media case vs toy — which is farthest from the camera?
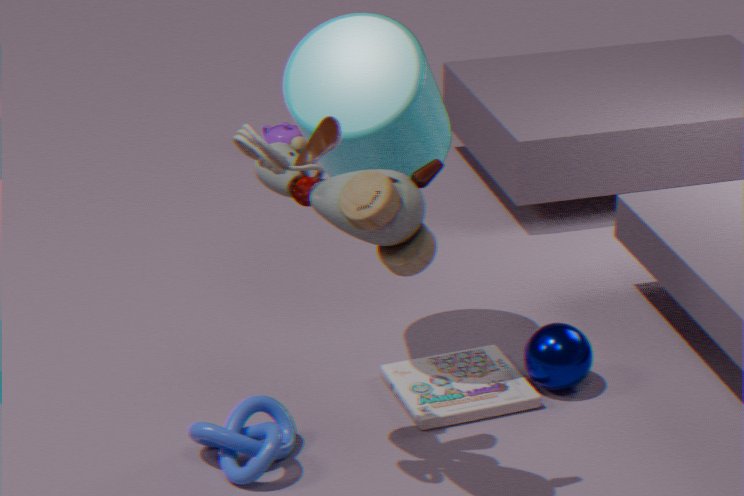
media case
